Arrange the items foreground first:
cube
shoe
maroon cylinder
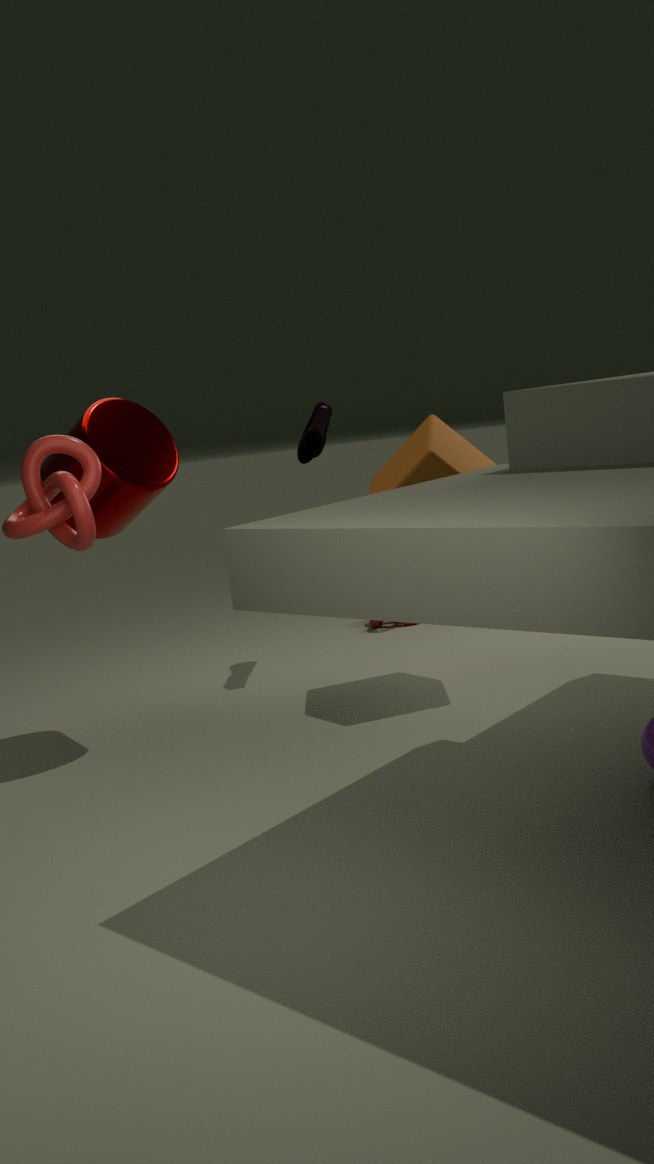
maroon cylinder
cube
shoe
